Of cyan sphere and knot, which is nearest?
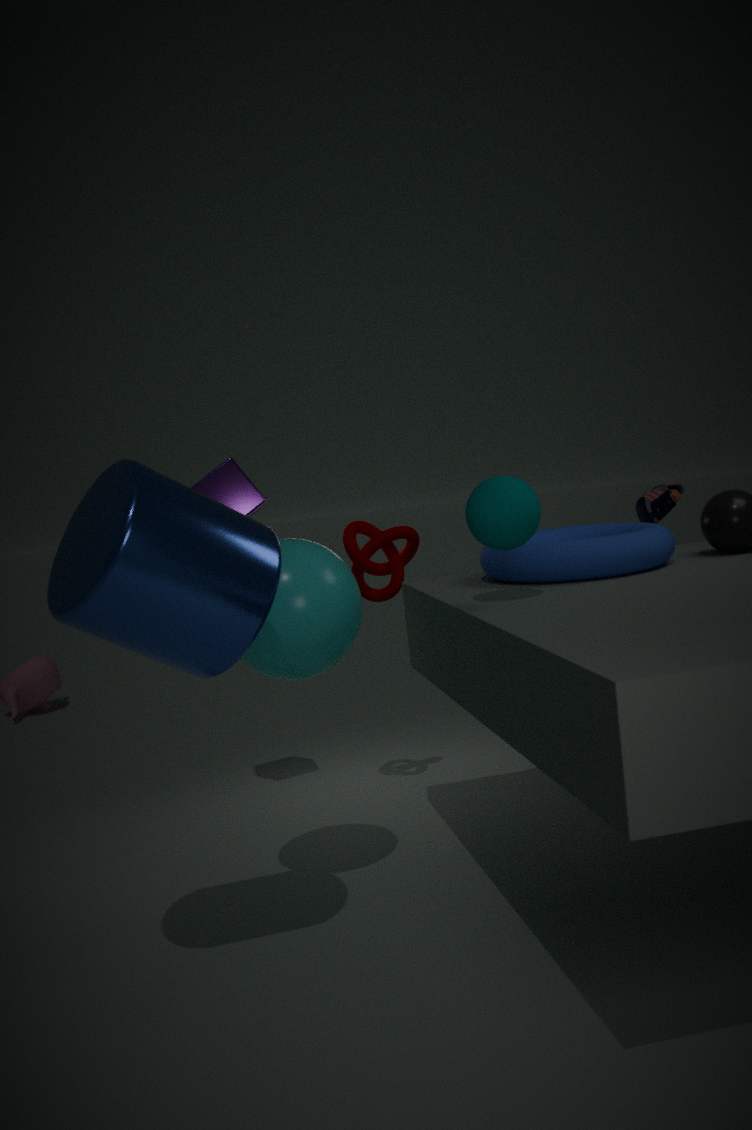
cyan sphere
